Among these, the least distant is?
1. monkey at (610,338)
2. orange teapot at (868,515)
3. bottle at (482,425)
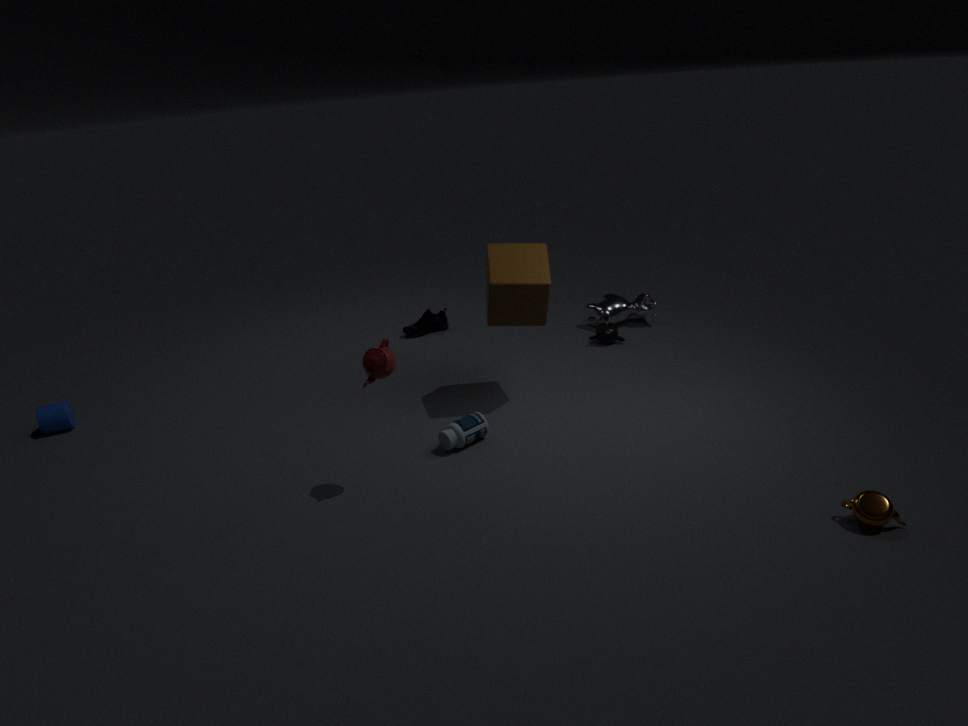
orange teapot at (868,515)
